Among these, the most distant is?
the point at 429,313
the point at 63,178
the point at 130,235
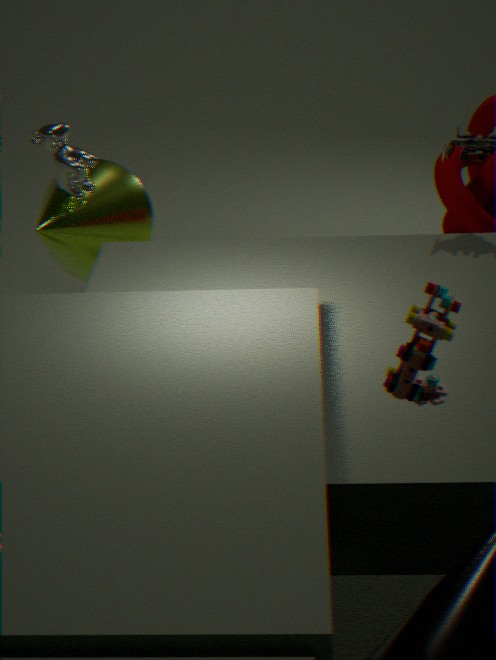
the point at 130,235
